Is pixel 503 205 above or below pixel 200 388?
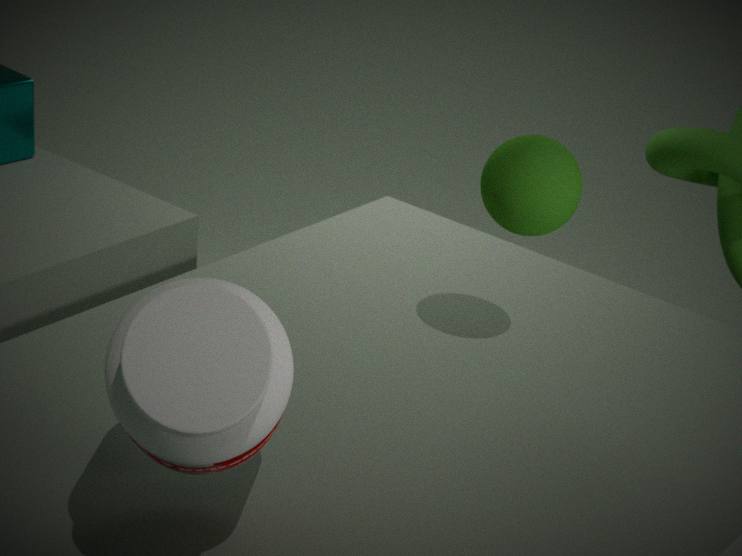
above
